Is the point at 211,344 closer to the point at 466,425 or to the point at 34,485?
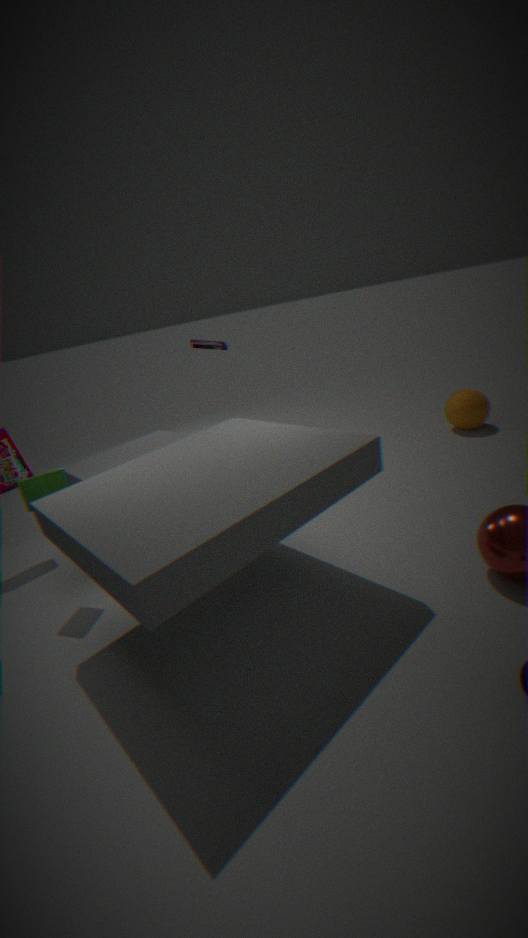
the point at 34,485
